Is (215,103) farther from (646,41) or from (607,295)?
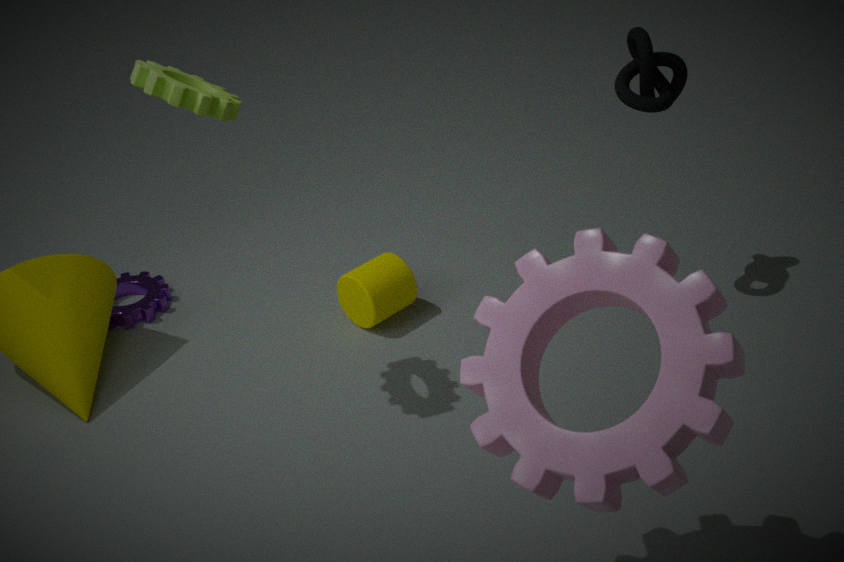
(646,41)
